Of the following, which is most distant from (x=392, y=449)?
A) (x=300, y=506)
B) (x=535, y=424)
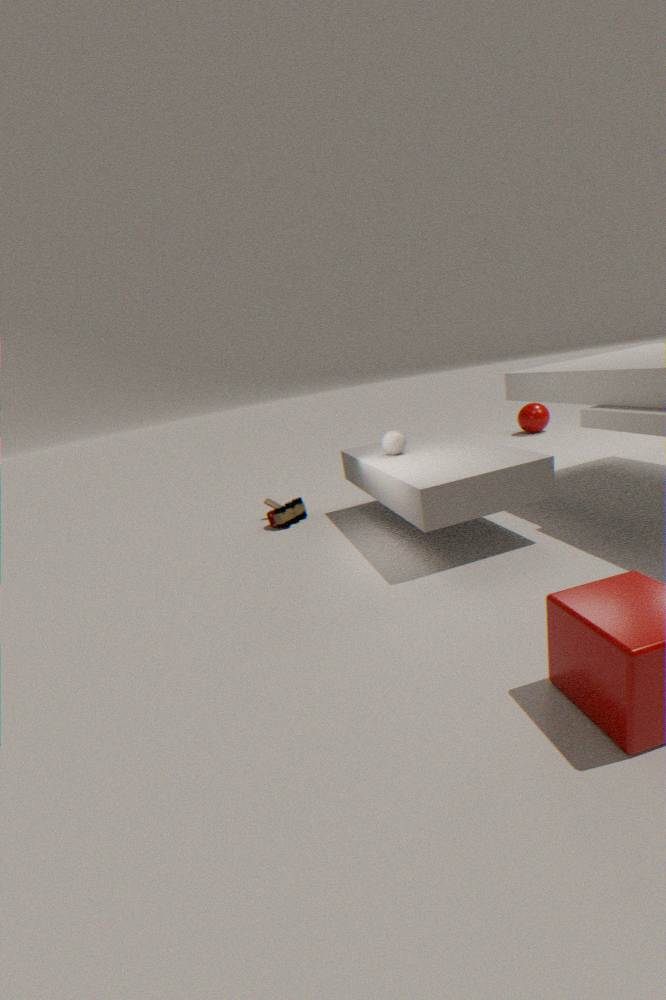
(x=535, y=424)
